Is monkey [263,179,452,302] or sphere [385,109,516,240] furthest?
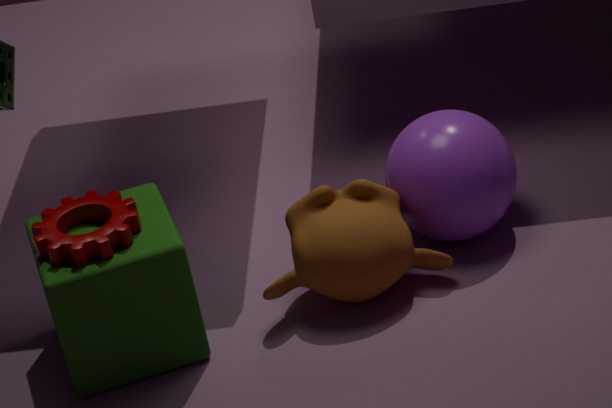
sphere [385,109,516,240]
